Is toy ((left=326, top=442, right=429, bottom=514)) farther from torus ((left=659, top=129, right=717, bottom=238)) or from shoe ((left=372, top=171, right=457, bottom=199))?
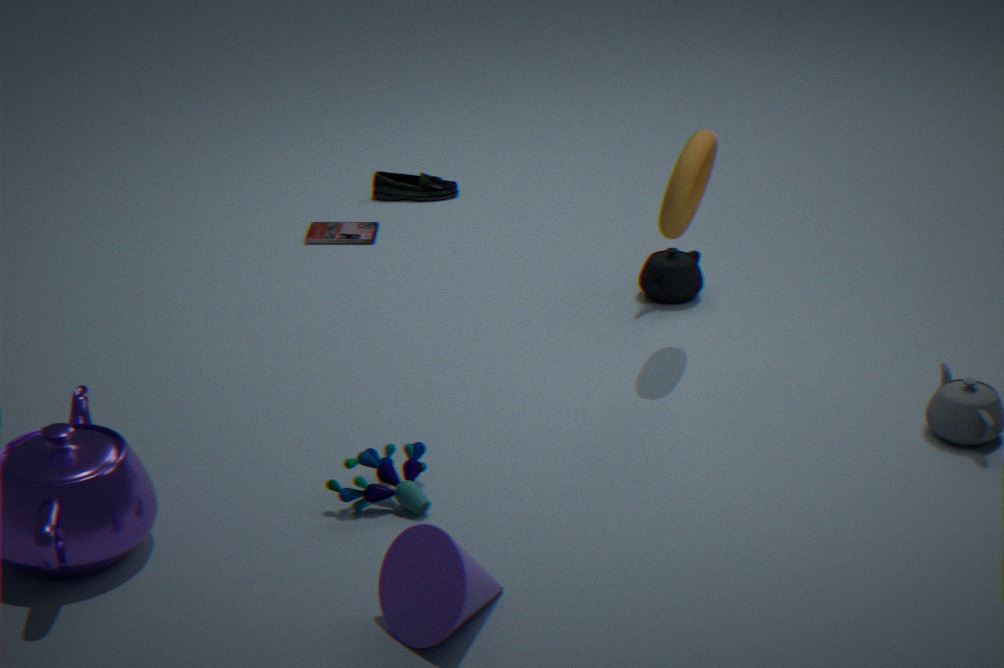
shoe ((left=372, top=171, right=457, bottom=199))
